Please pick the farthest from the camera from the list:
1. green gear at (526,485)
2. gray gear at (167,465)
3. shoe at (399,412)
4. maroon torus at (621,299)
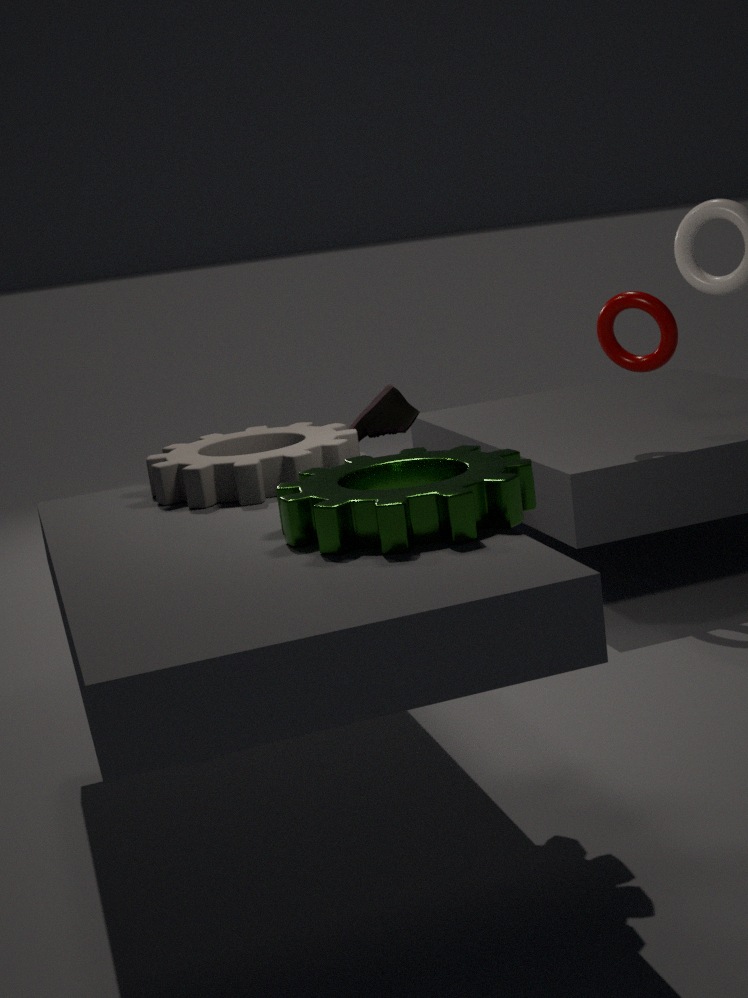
shoe at (399,412)
